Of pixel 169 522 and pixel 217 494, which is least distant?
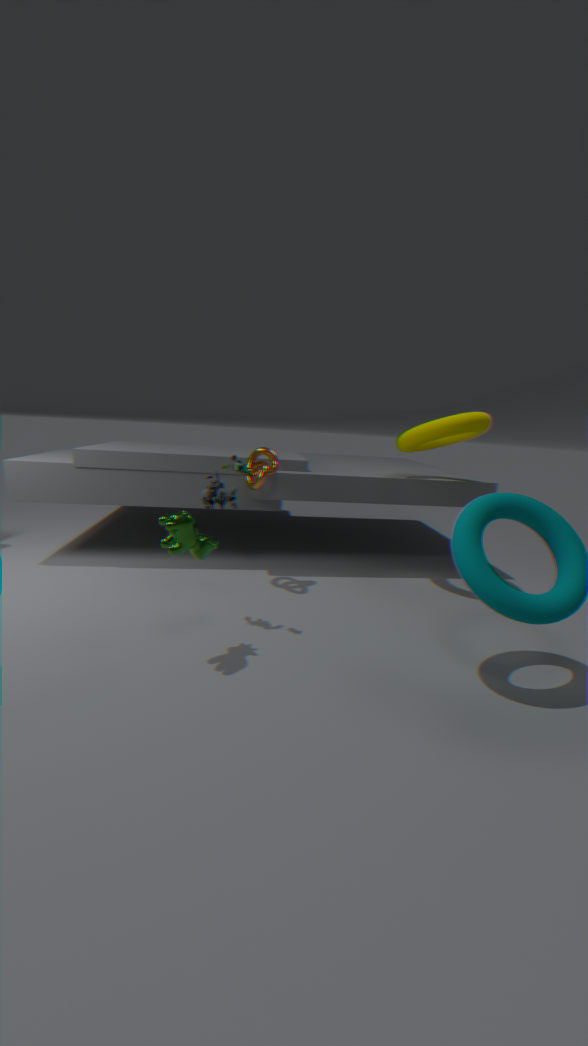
pixel 169 522
